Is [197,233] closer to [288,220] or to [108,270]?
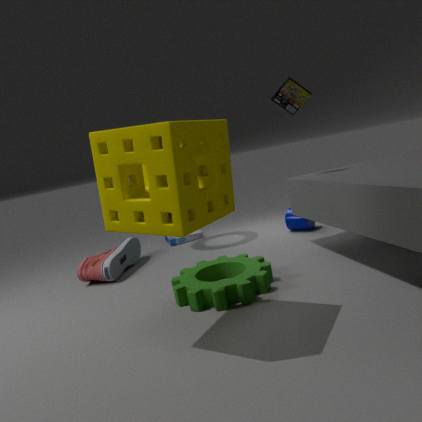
[108,270]
